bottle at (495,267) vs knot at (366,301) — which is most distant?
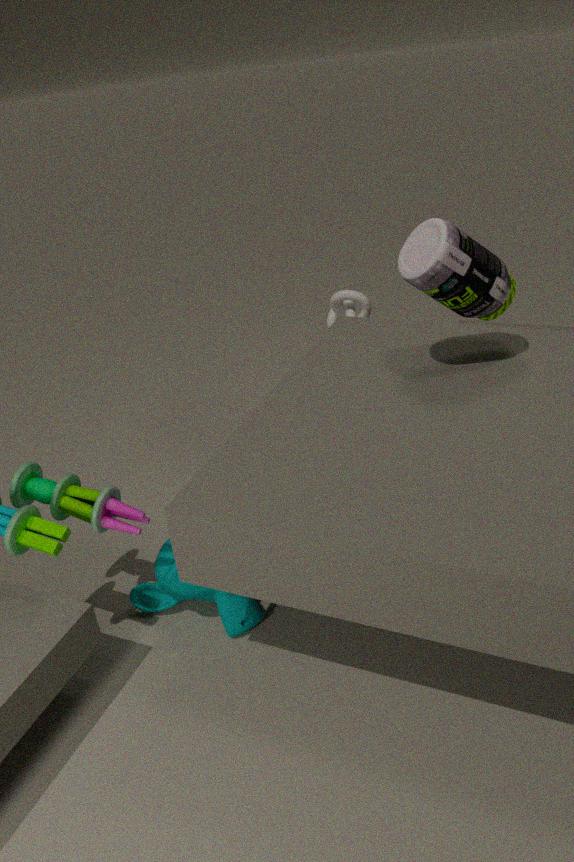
knot at (366,301)
